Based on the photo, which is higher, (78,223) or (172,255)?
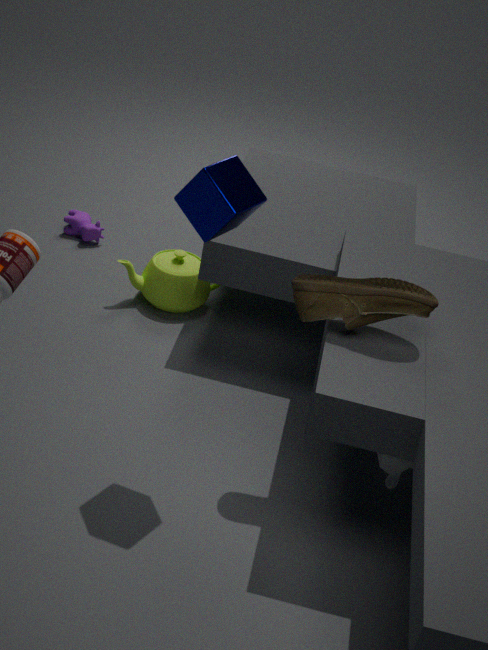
(172,255)
